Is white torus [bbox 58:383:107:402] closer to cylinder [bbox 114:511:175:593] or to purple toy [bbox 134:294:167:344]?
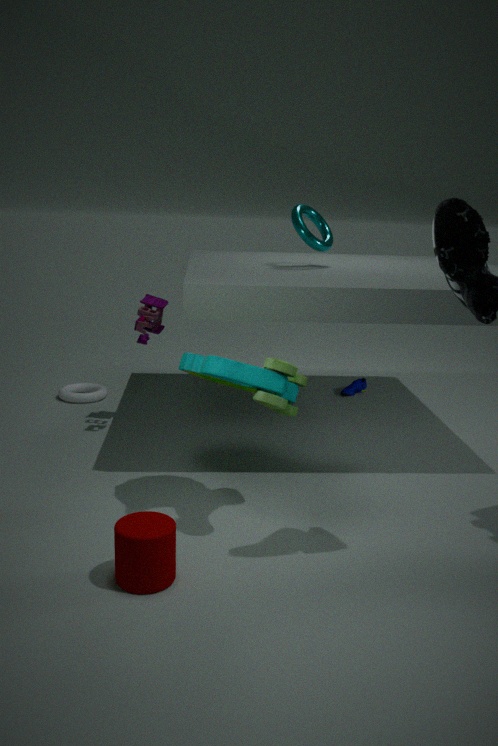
purple toy [bbox 134:294:167:344]
